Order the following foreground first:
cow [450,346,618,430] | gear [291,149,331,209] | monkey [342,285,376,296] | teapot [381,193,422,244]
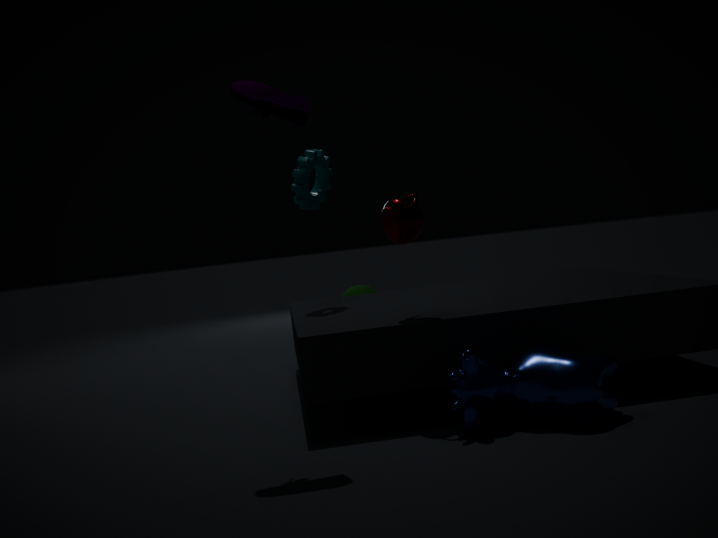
cow [450,346,618,430]
teapot [381,193,422,244]
gear [291,149,331,209]
monkey [342,285,376,296]
